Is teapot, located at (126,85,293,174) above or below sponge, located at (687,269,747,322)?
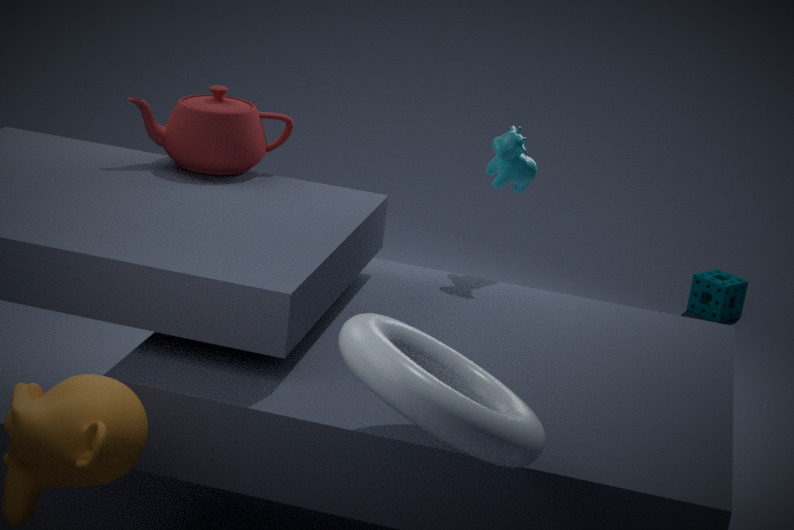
above
